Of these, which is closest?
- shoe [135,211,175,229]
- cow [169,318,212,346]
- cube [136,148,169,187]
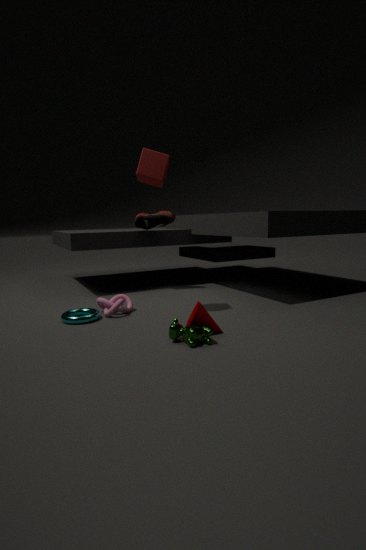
cow [169,318,212,346]
